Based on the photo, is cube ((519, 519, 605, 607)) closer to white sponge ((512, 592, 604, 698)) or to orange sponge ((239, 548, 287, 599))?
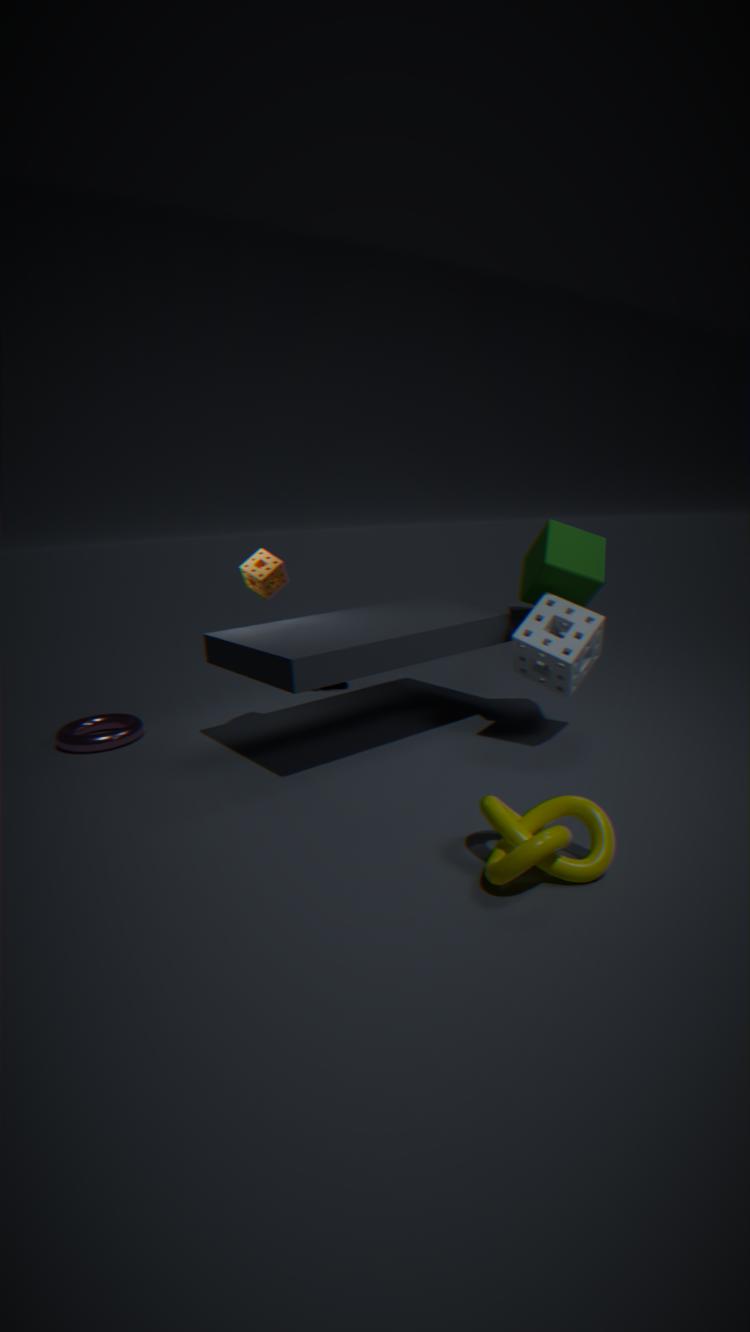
white sponge ((512, 592, 604, 698))
